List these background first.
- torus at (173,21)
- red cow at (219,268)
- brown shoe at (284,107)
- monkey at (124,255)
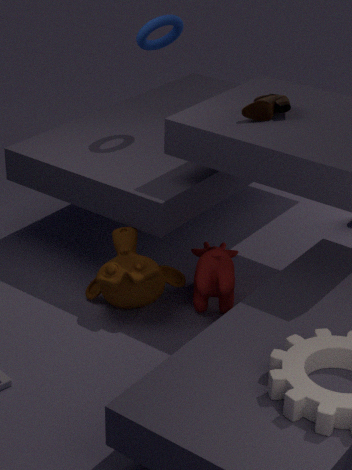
torus at (173,21) → monkey at (124,255) → brown shoe at (284,107) → red cow at (219,268)
